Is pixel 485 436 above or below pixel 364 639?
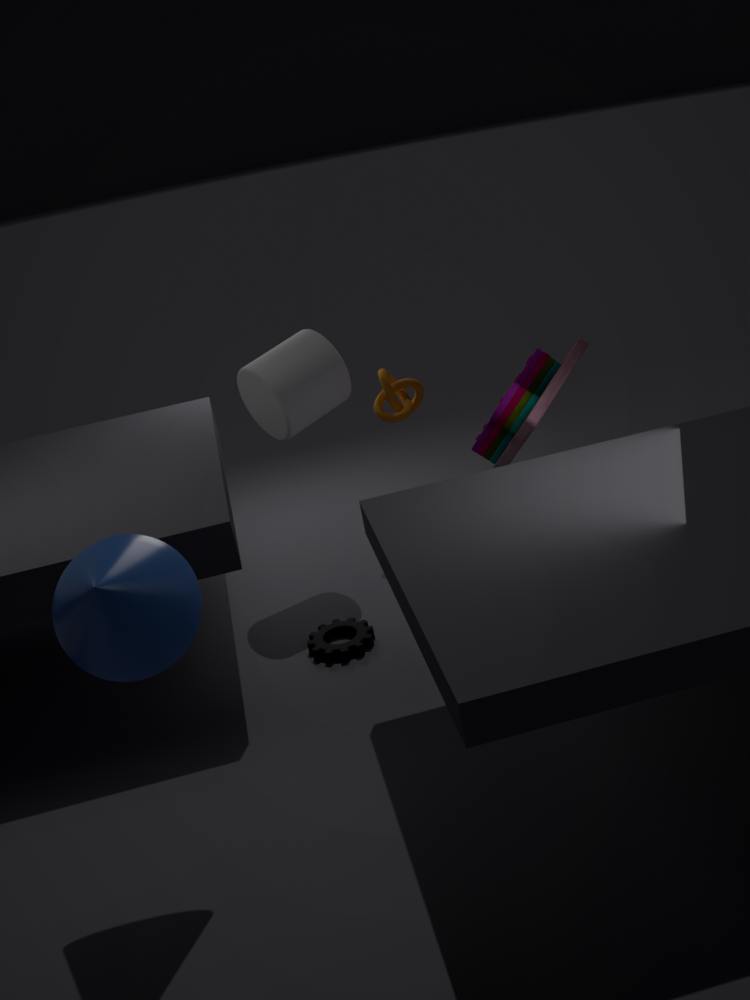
above
